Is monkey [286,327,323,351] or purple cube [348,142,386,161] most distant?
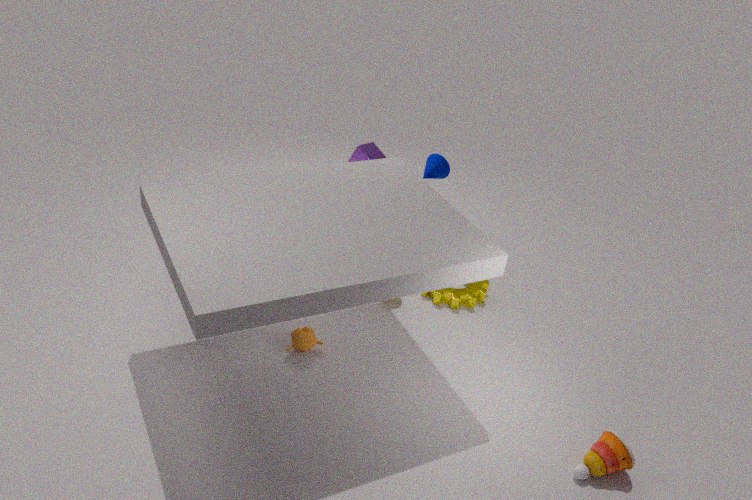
purple cube [348,142,386,161]
